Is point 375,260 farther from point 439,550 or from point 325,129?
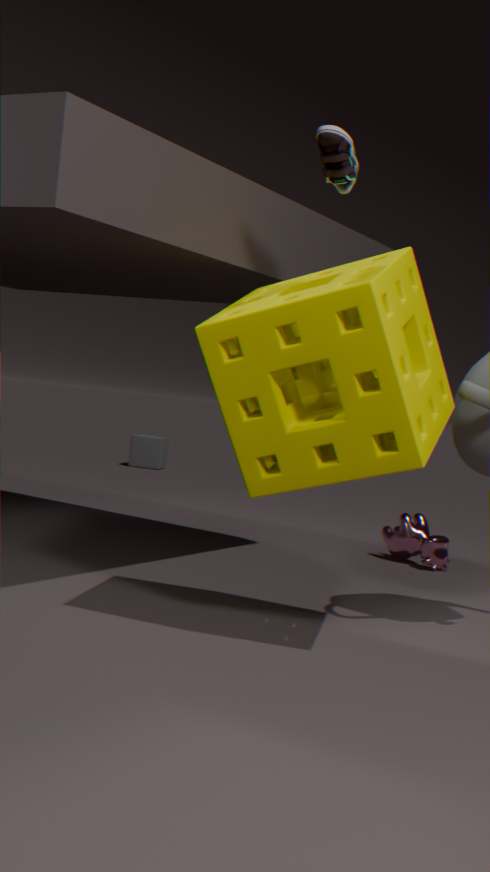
point 439,550
